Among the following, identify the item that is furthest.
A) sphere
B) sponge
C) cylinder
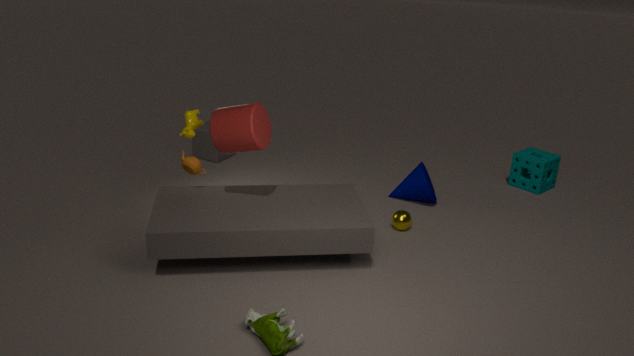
sponge
